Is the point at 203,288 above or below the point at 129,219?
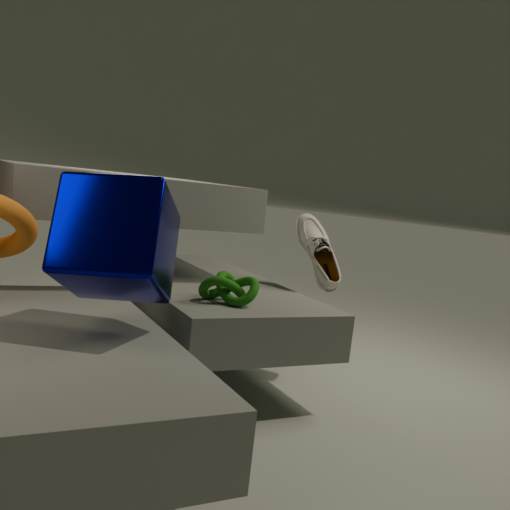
below
